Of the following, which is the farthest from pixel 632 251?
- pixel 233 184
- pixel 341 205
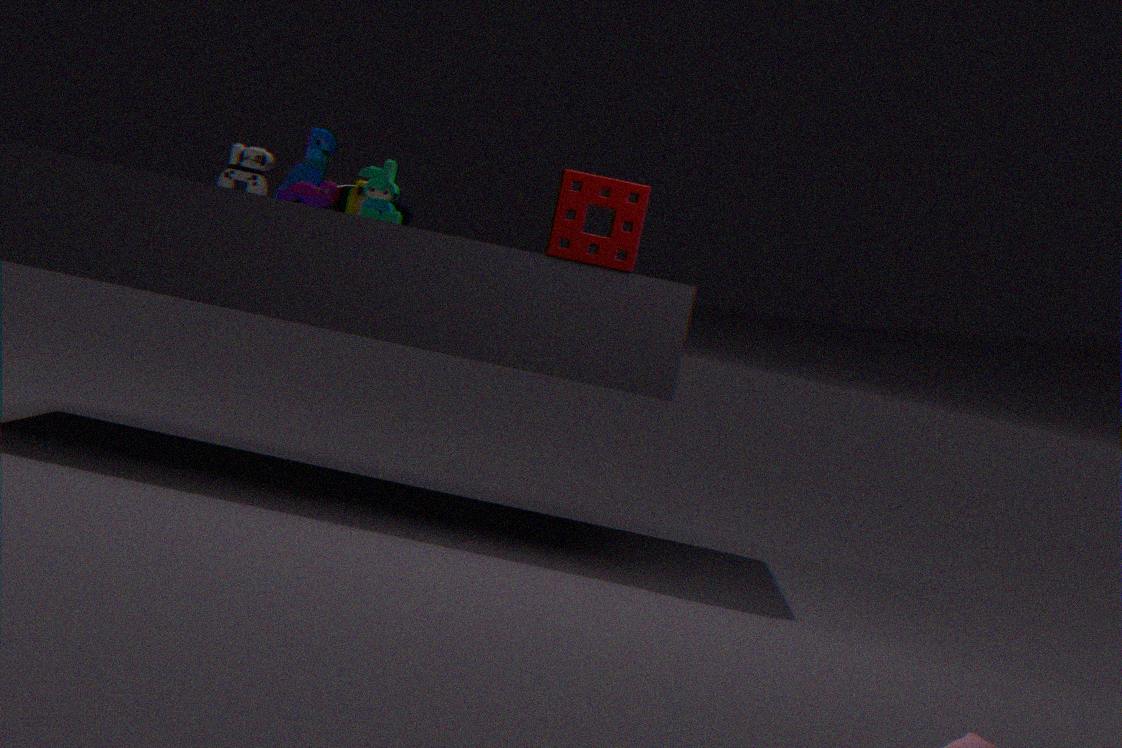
pixel 341 205
